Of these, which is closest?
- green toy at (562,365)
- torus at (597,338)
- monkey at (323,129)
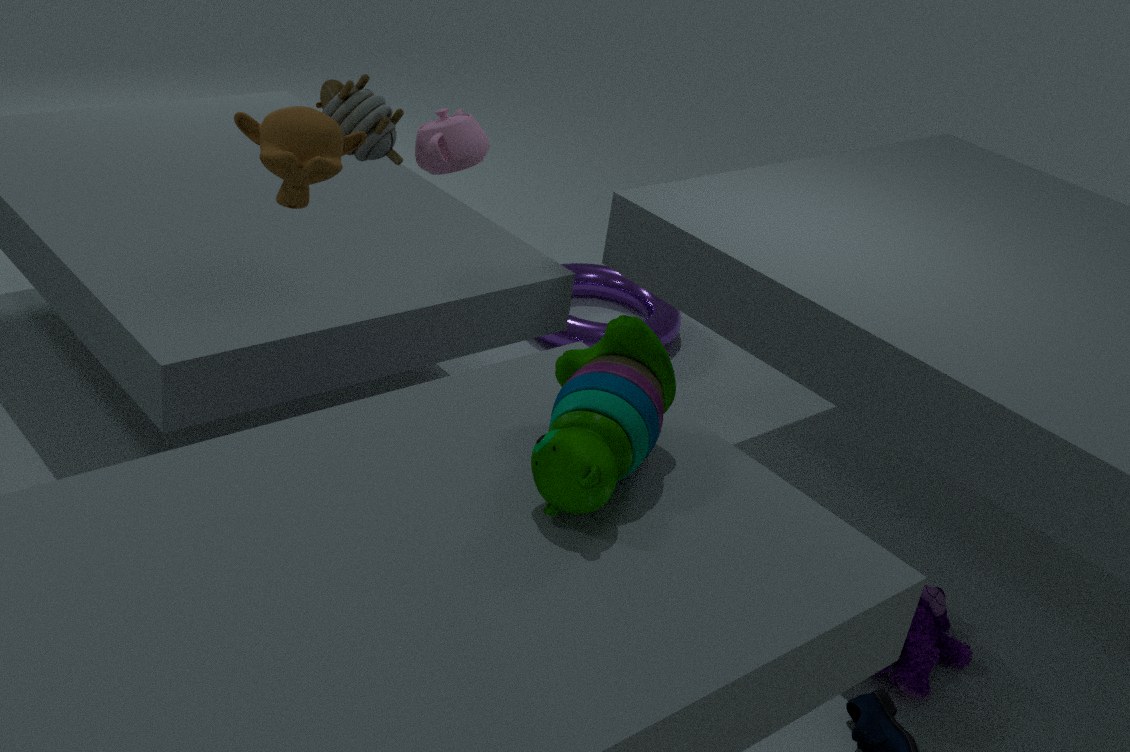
green toy at (562,365)
